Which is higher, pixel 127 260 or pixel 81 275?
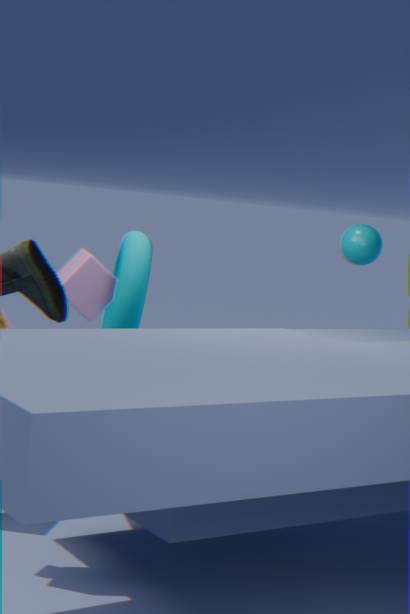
pixel 81 275
